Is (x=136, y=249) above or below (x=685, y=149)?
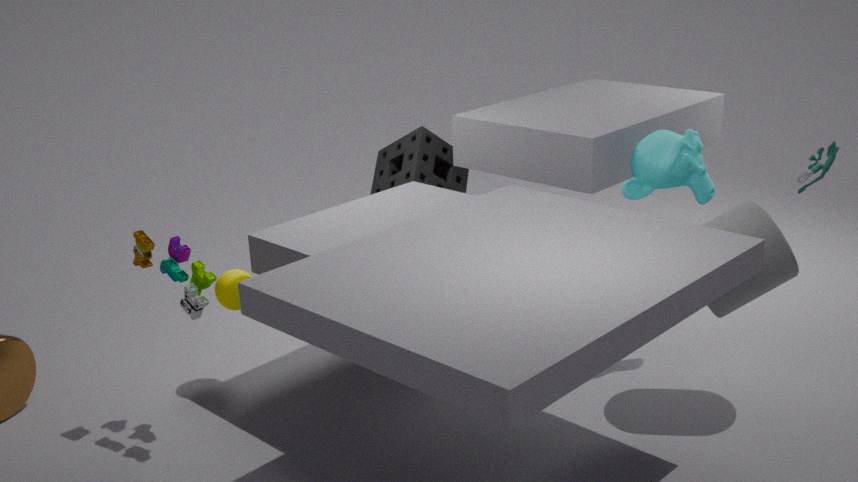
below
